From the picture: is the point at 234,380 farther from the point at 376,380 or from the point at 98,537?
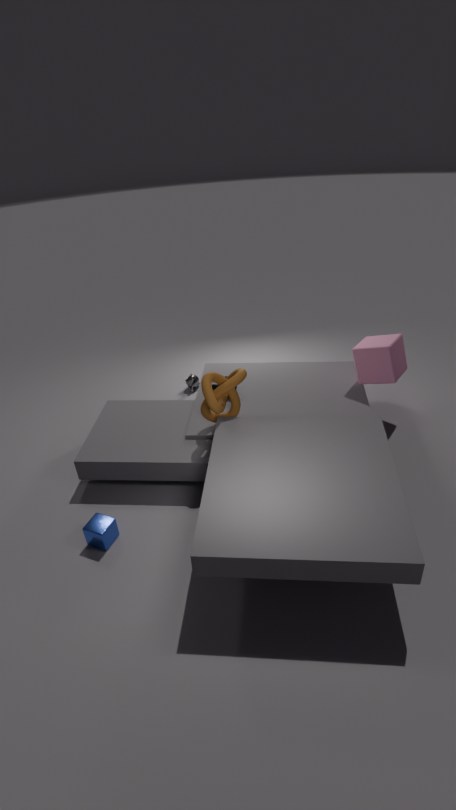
the point at 376,380
